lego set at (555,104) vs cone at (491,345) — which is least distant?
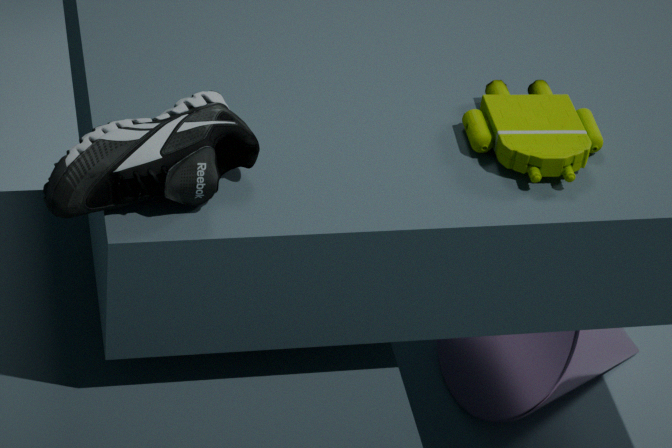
lego set at (555,104)
